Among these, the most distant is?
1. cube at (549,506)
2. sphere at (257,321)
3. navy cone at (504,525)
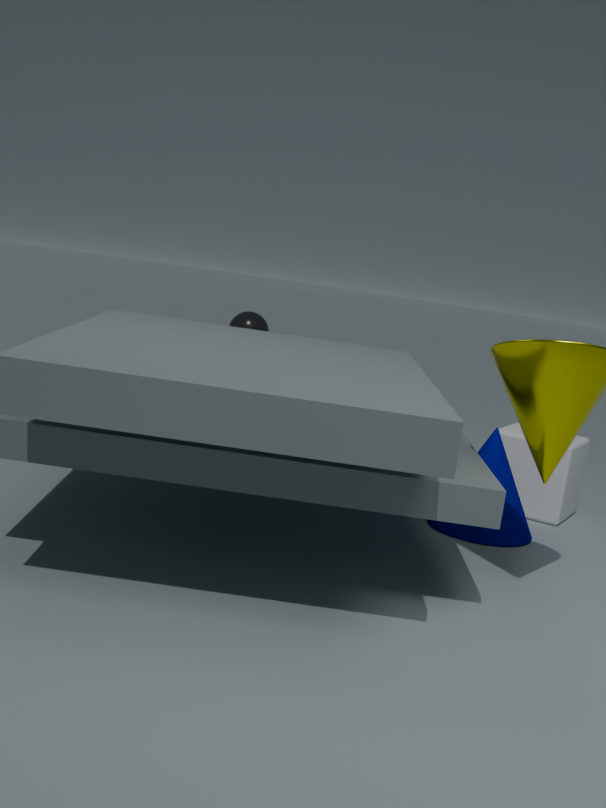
sphere at (257,321)
